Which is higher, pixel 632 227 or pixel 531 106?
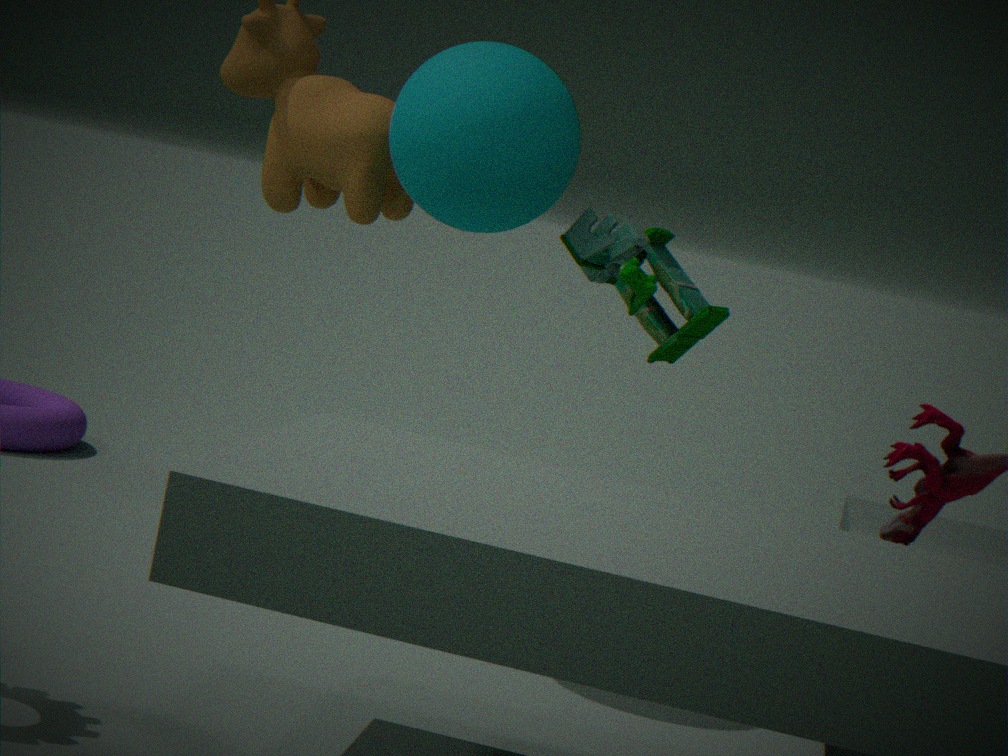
pixel 531 106
